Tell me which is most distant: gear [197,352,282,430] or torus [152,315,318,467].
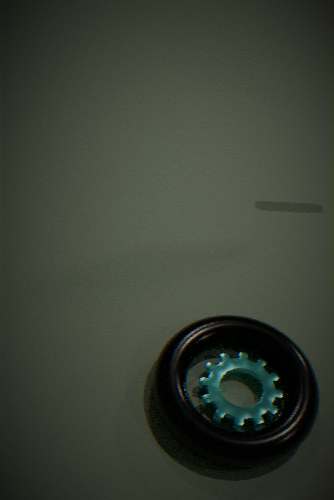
gear [197,352,282,430]
